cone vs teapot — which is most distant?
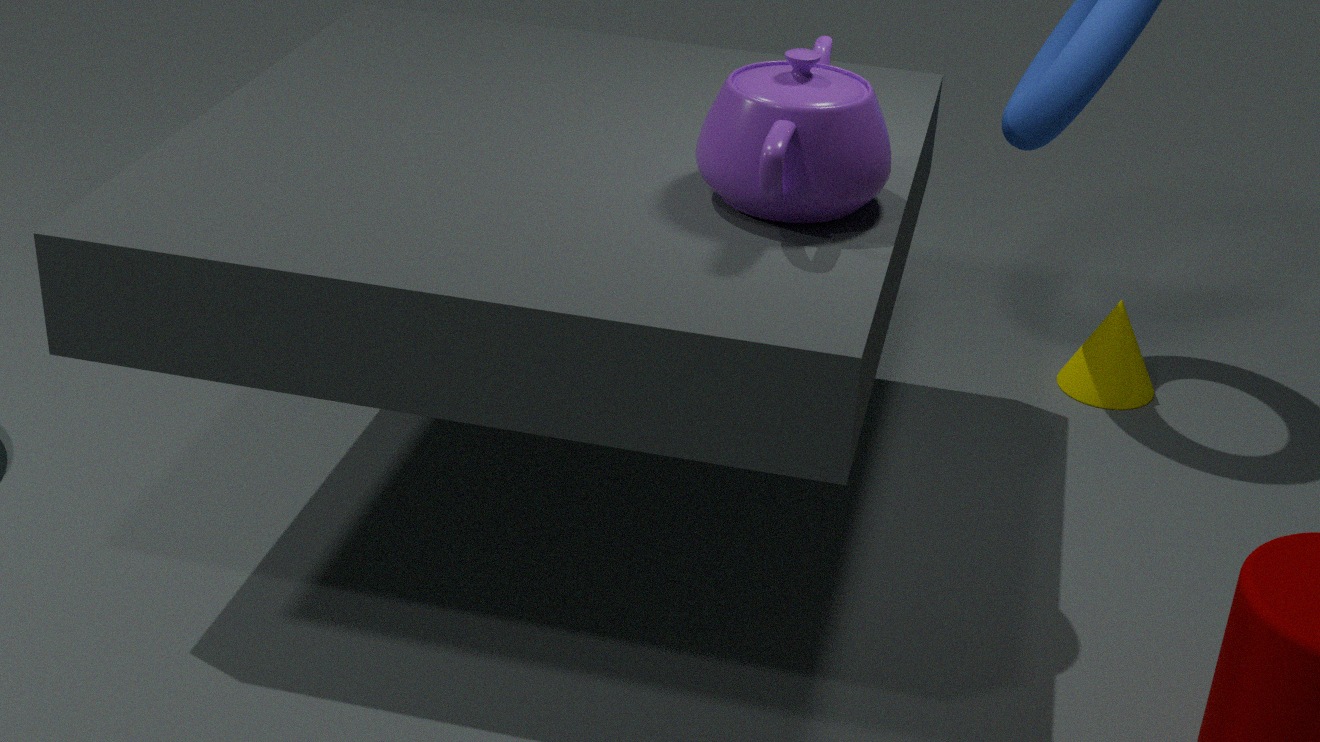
cone
